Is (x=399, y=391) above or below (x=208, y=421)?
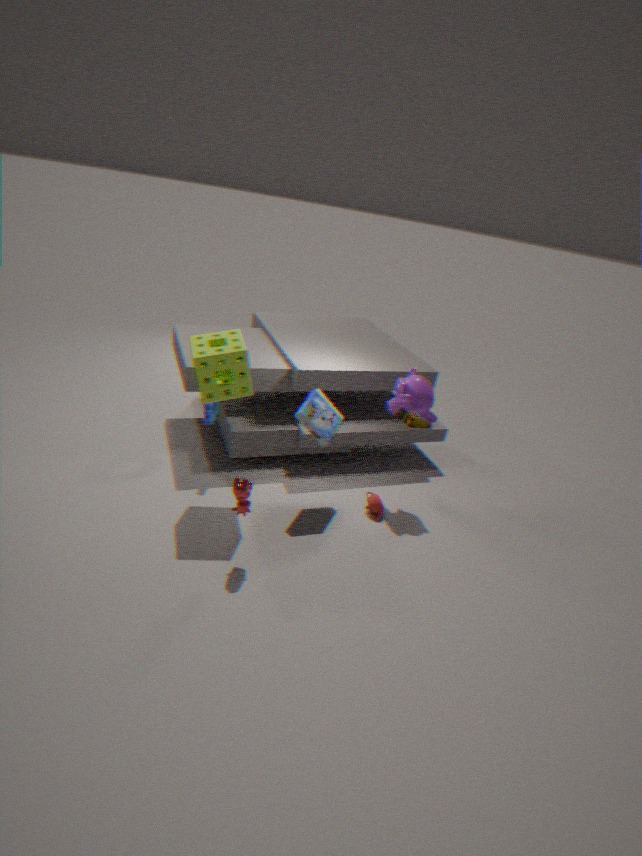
above
